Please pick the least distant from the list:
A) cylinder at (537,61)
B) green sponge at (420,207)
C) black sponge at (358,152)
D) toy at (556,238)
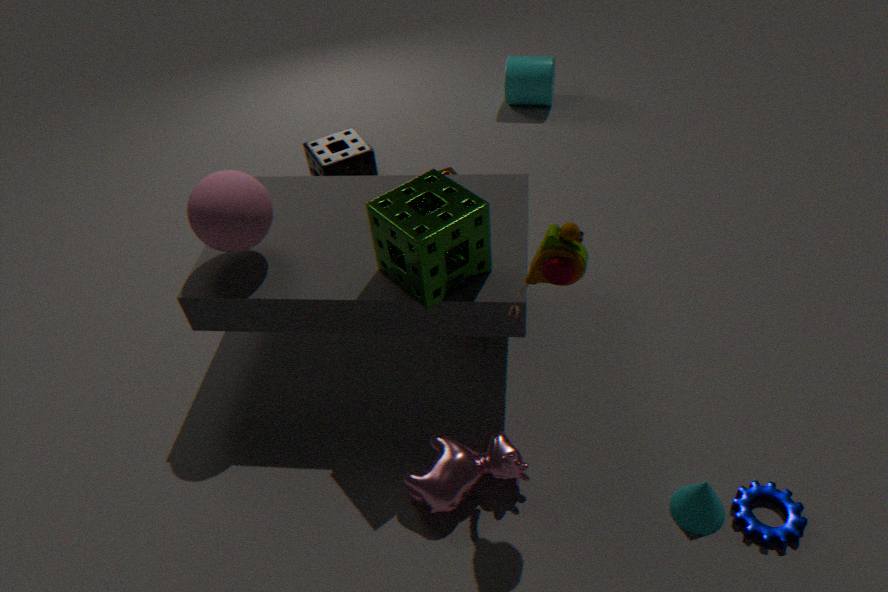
toy at (556,238)
